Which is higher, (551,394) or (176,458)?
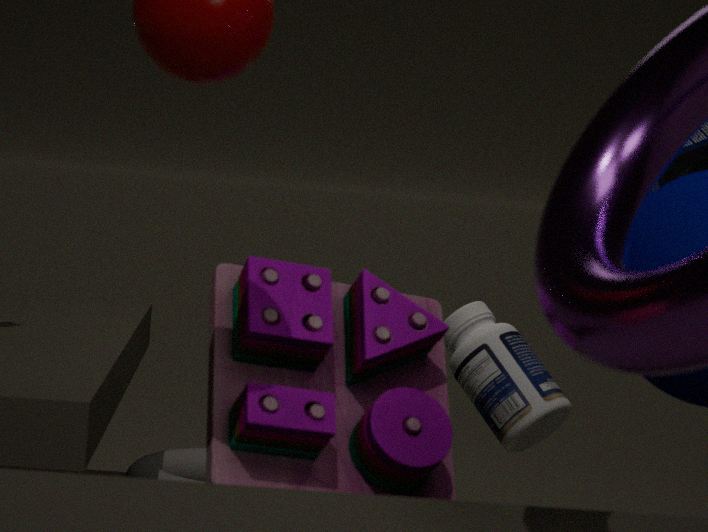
(551,394)
